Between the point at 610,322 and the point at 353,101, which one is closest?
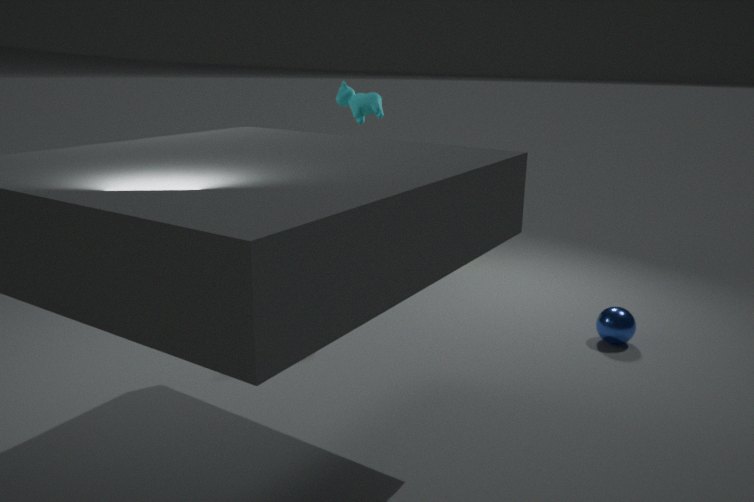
the point at 610,322
